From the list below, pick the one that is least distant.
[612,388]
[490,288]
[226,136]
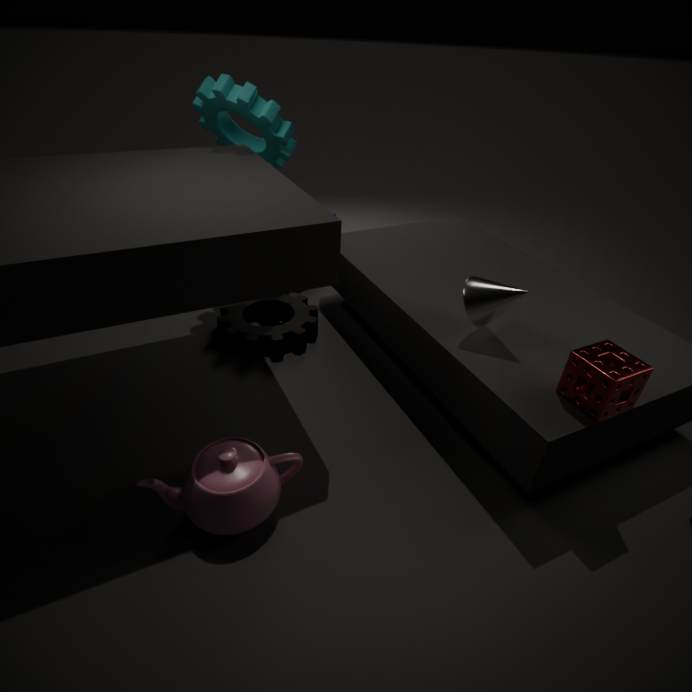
[612,388]
